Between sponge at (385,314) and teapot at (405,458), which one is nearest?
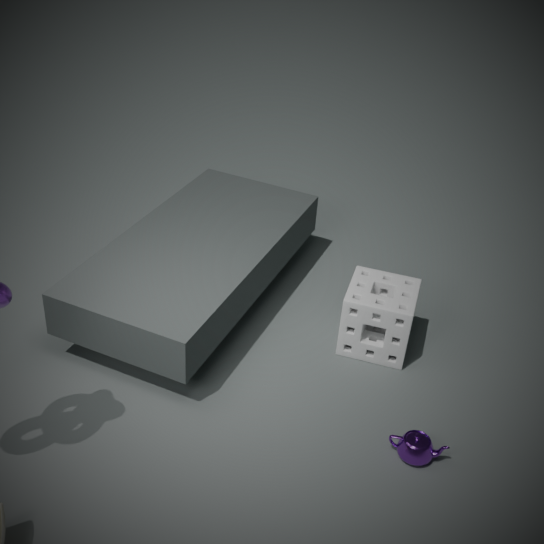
teapot at (405,458)
